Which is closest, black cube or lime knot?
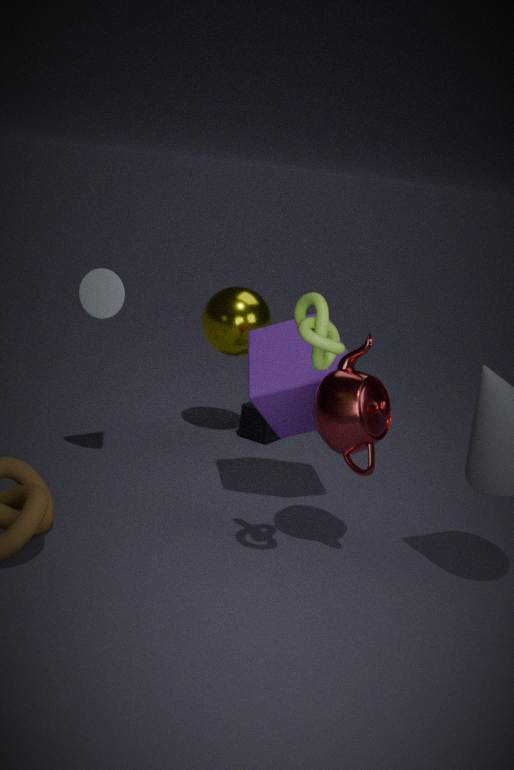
lime knot
